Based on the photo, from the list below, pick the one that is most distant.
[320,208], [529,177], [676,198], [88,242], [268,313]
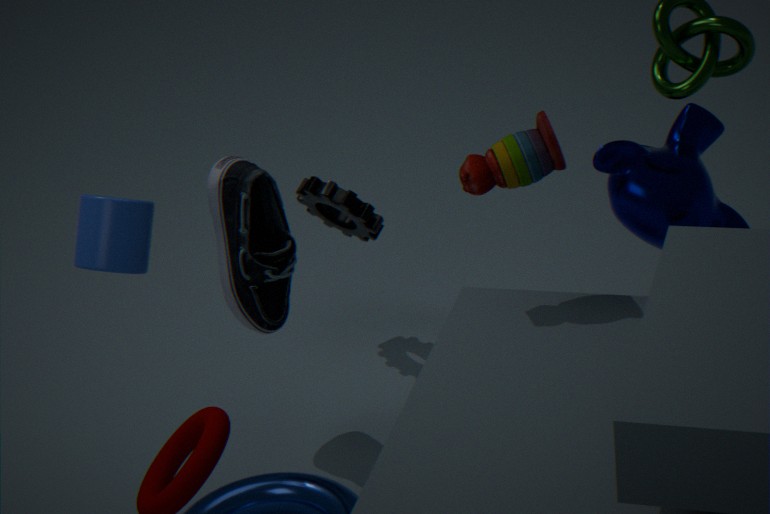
[320,208]
